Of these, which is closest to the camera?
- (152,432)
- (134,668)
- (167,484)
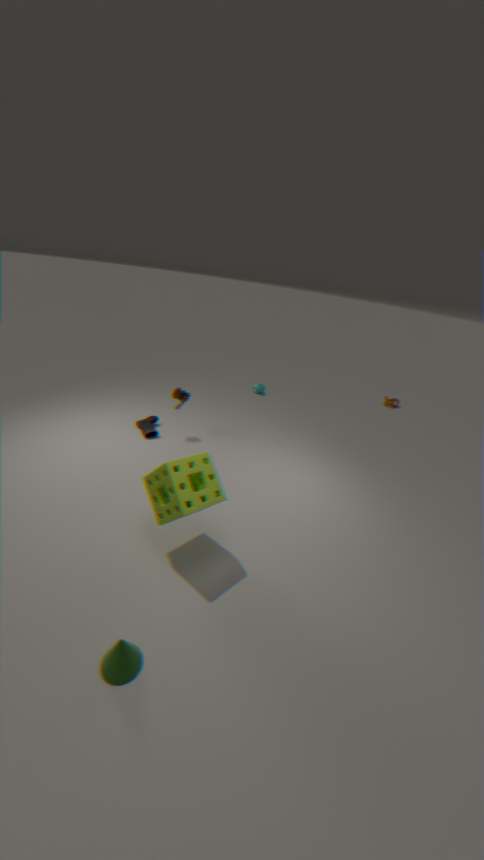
(134,668)
